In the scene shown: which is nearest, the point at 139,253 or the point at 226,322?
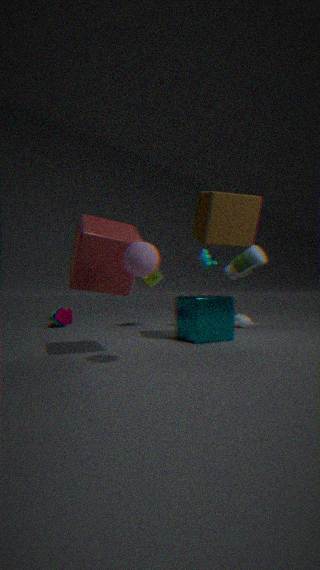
the point at 139,253
